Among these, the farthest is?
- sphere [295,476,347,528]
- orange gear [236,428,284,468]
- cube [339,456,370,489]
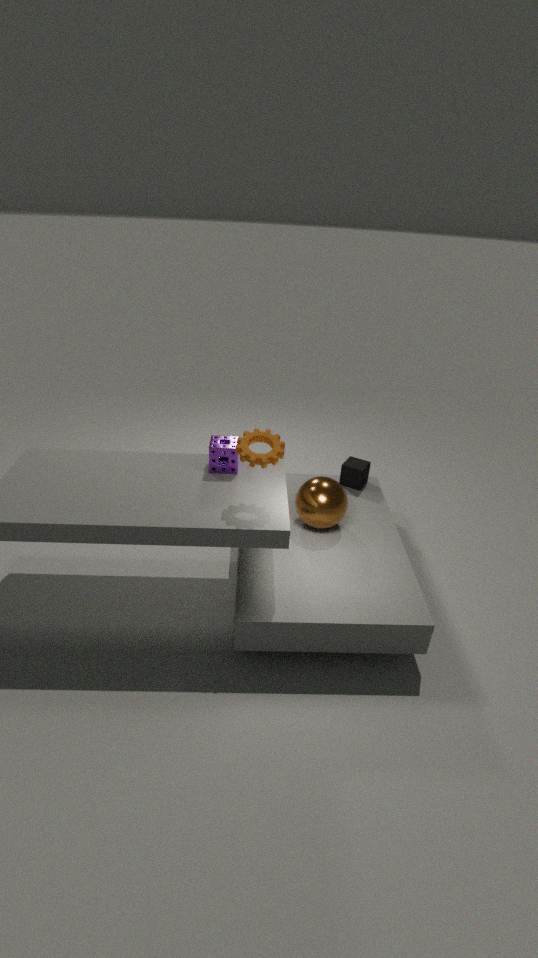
cube [339,456,370,489]
